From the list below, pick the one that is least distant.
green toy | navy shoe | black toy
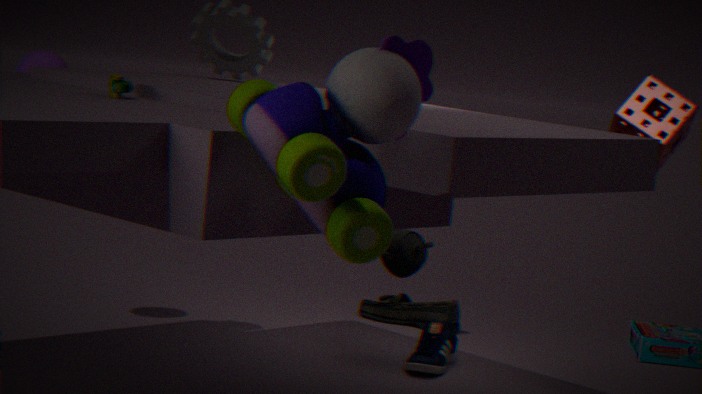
black toy
